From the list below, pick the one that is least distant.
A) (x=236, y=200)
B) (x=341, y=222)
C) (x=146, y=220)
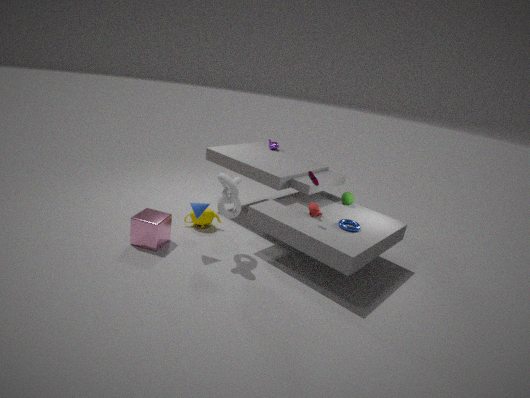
(x=146, y=220)
